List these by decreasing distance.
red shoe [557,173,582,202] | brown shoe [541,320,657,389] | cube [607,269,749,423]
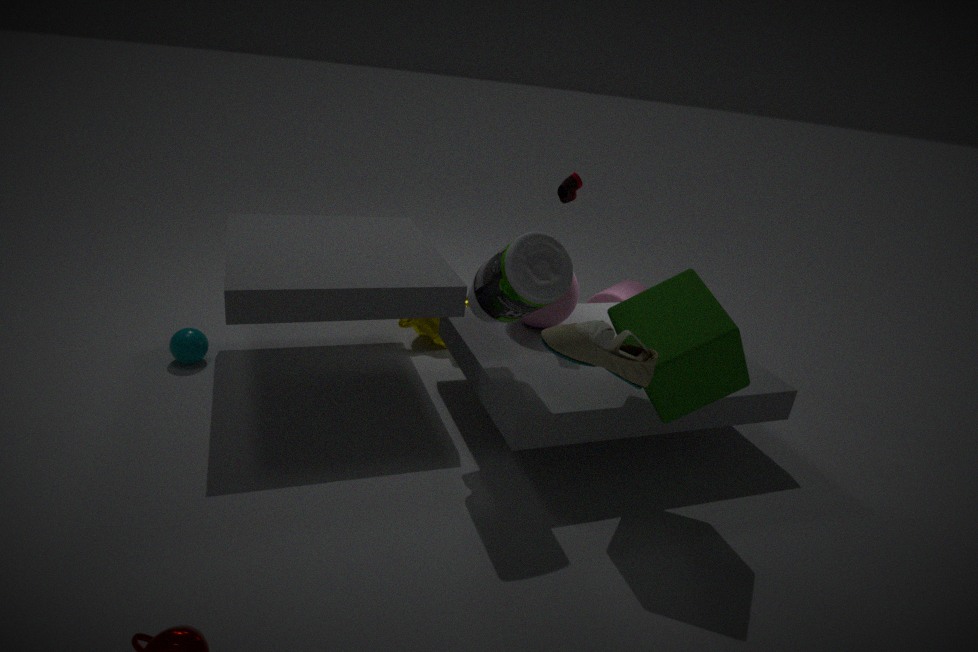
1. red shoe [557,173,582,202]
2. cube [607,269,749,423]
3. brown shoe [541,320,657,389]
